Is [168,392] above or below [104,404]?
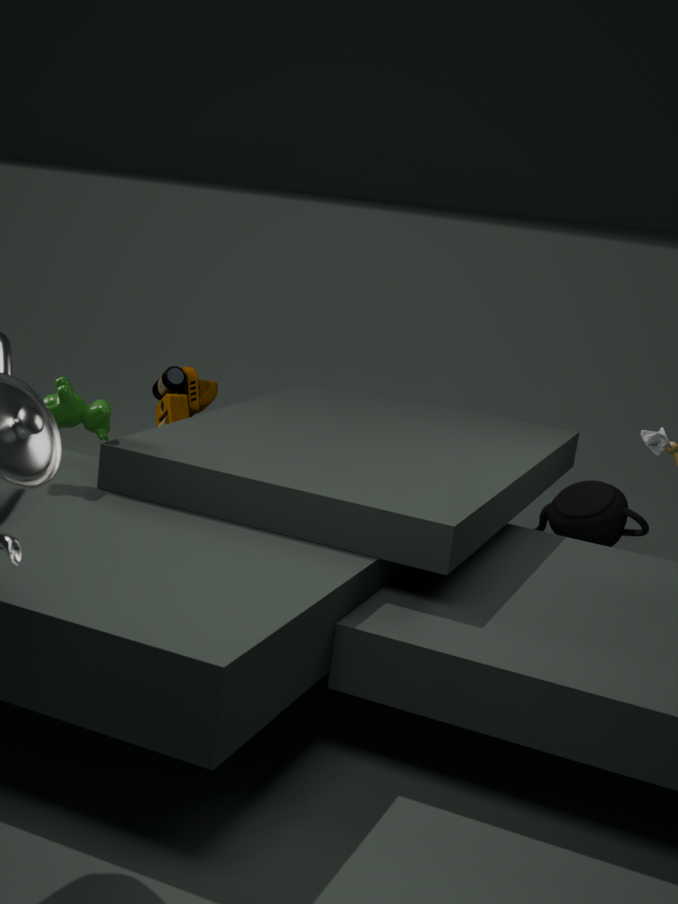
below
